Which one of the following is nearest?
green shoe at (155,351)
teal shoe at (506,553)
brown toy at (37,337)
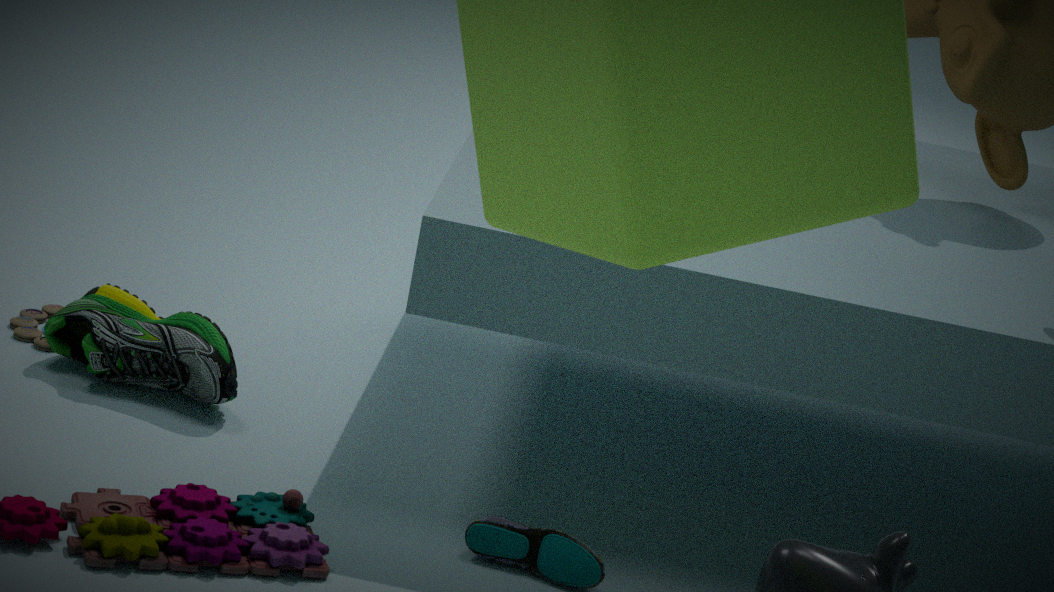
teal shoe at (506,553)
